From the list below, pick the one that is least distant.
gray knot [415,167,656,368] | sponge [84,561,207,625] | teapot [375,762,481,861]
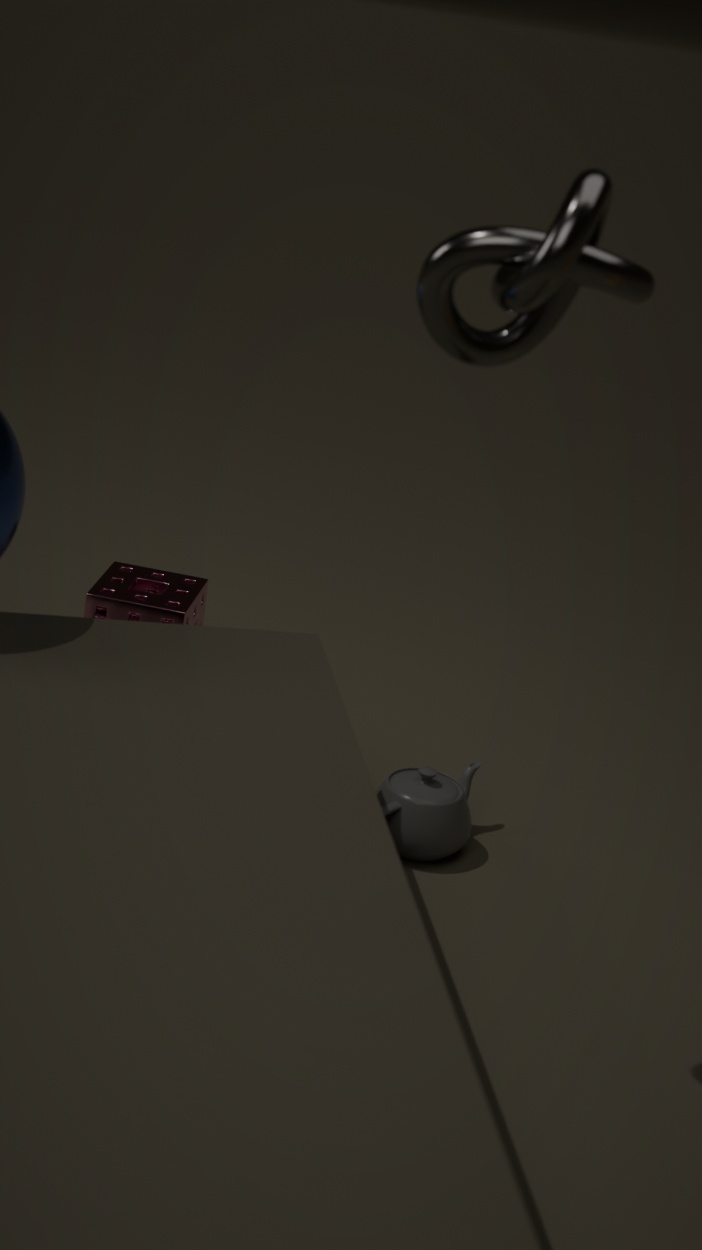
gray knot [415,167,656,368]
